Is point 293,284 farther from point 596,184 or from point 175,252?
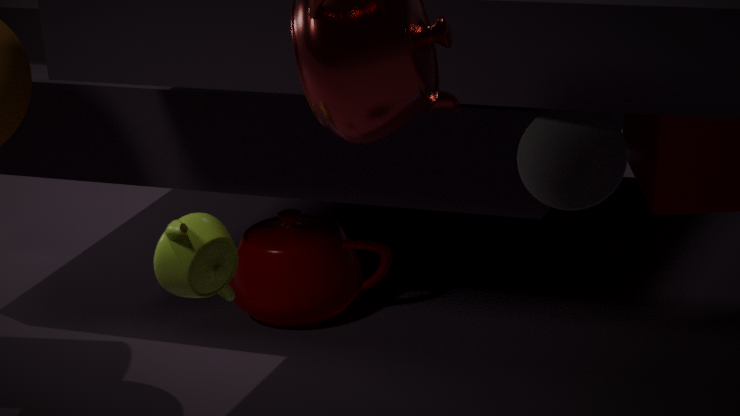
point 596,184
